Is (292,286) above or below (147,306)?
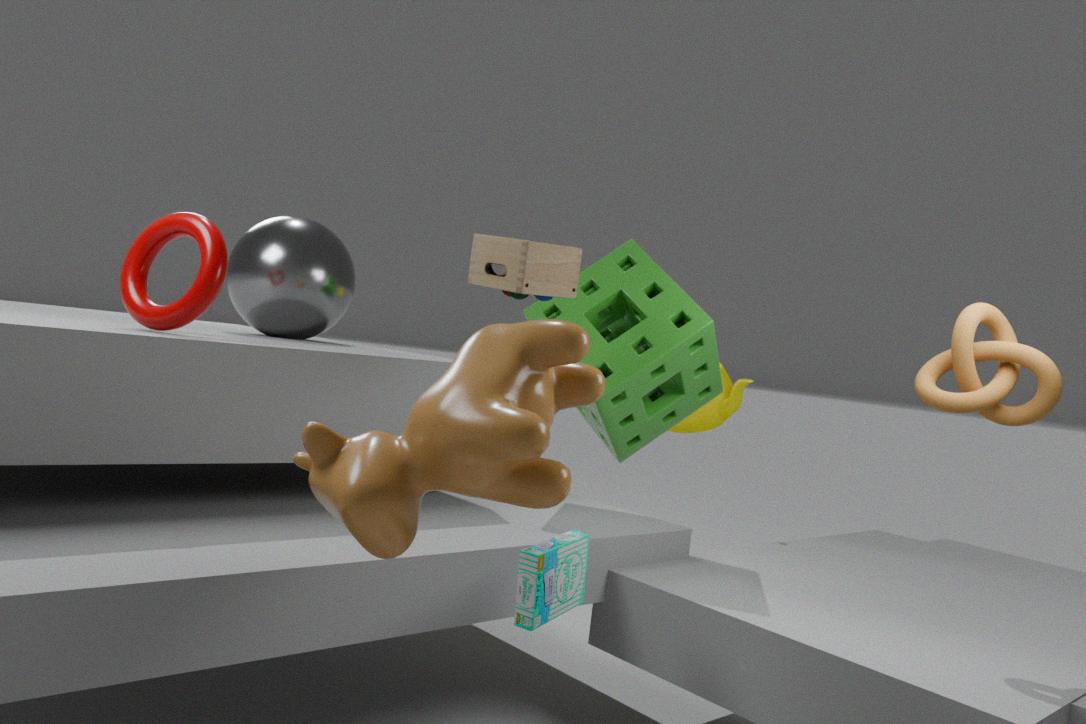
above
